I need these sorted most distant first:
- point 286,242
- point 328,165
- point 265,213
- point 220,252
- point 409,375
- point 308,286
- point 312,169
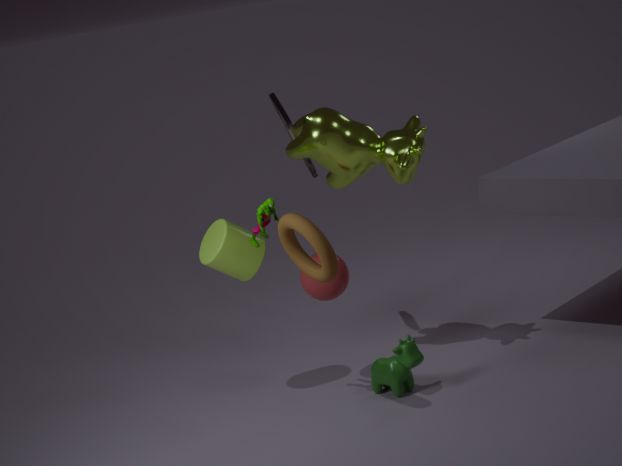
point 312,169 → point 328,165 → point 308,286 → point 409,375 → point 220,252 → point 265,213 → point 286,242
